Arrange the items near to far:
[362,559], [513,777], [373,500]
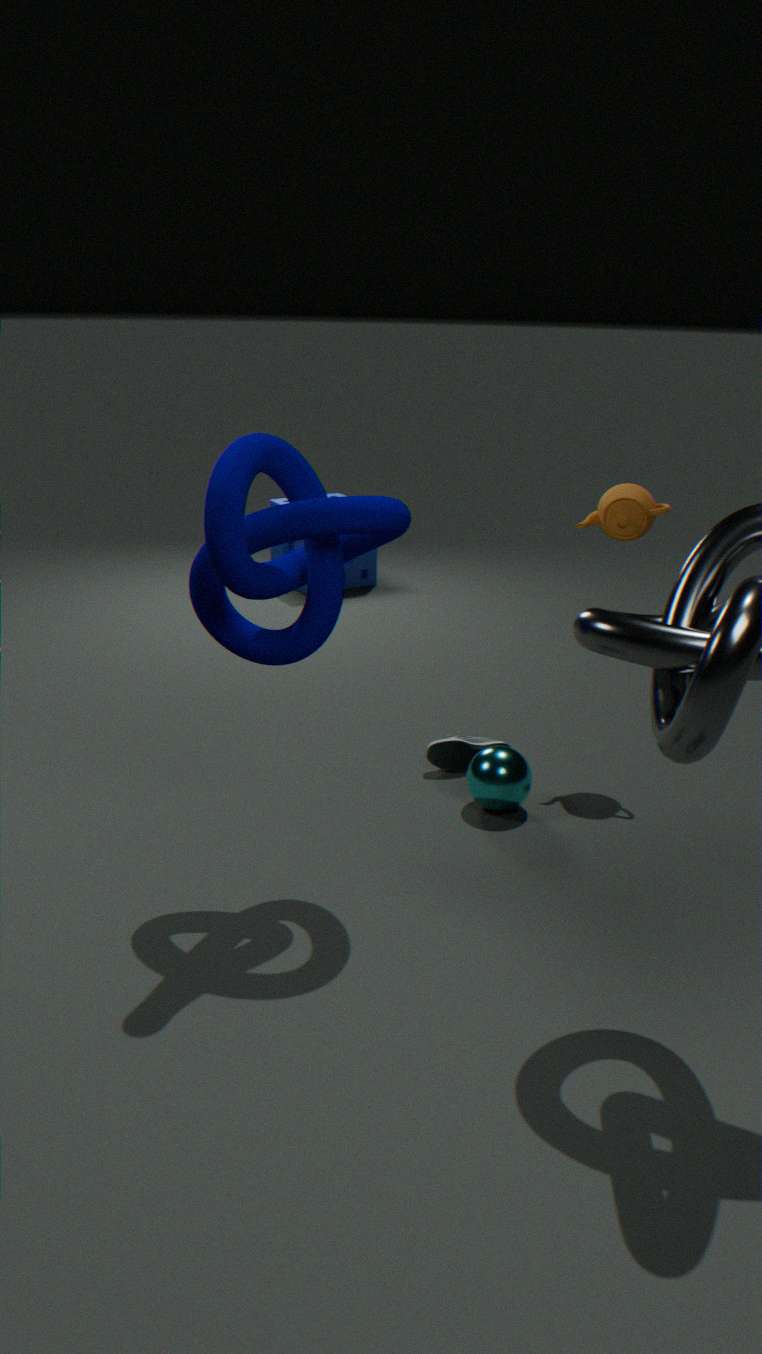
[373,500], [513,777], [362,559]
